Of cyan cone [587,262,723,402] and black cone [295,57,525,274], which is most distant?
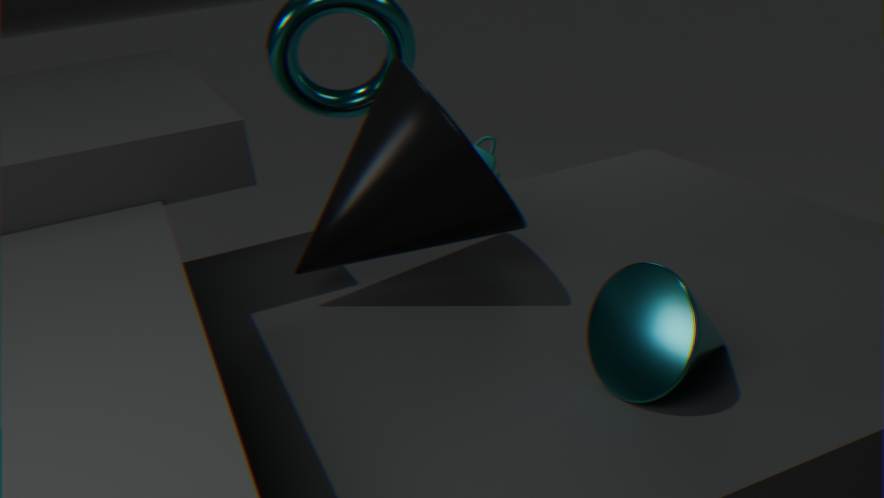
black cone [295,57,525,274]
